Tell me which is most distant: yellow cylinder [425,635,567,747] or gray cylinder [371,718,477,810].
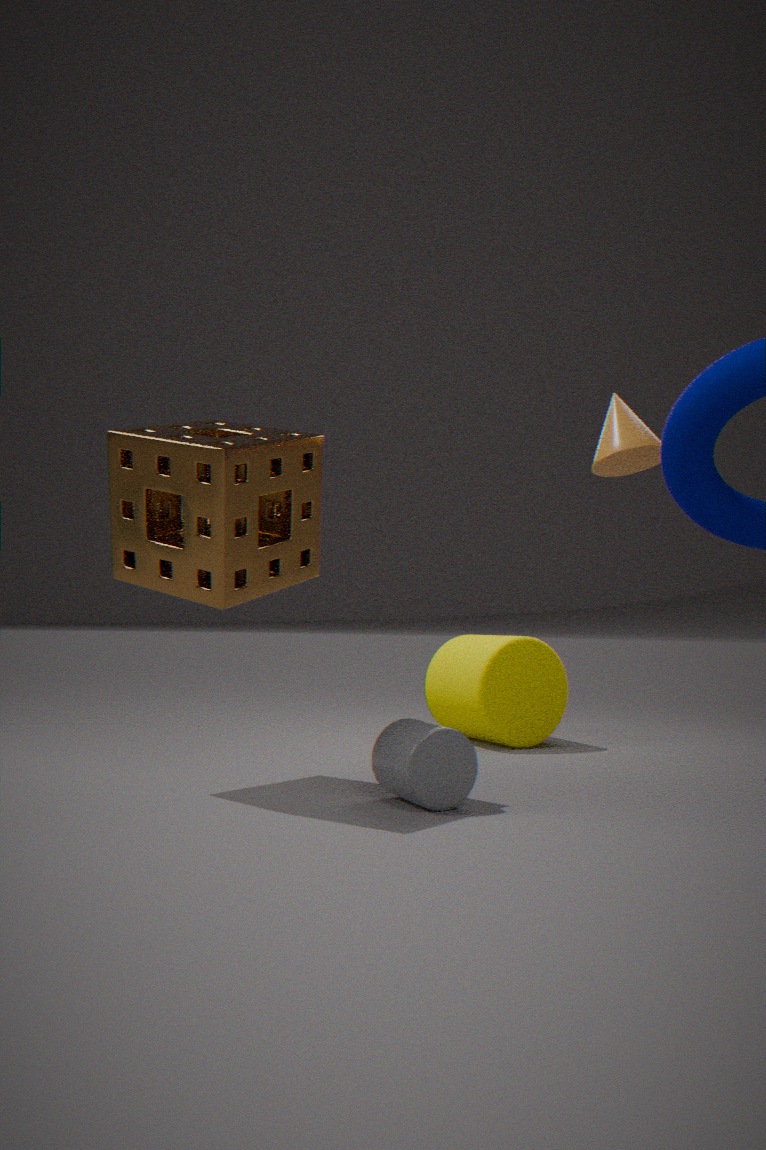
yellow cylinder [425,635,567,747]
